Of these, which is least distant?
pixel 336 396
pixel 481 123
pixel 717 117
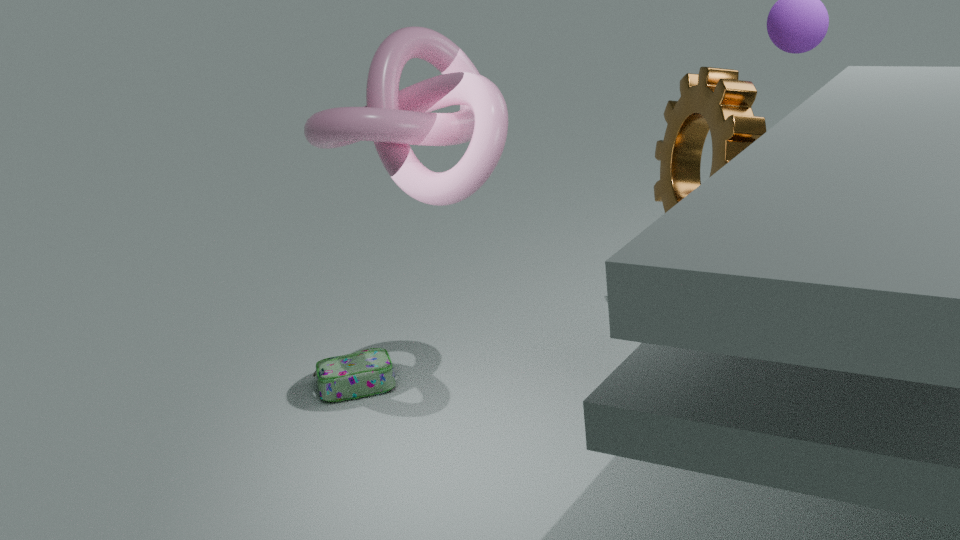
pixel 481 123
